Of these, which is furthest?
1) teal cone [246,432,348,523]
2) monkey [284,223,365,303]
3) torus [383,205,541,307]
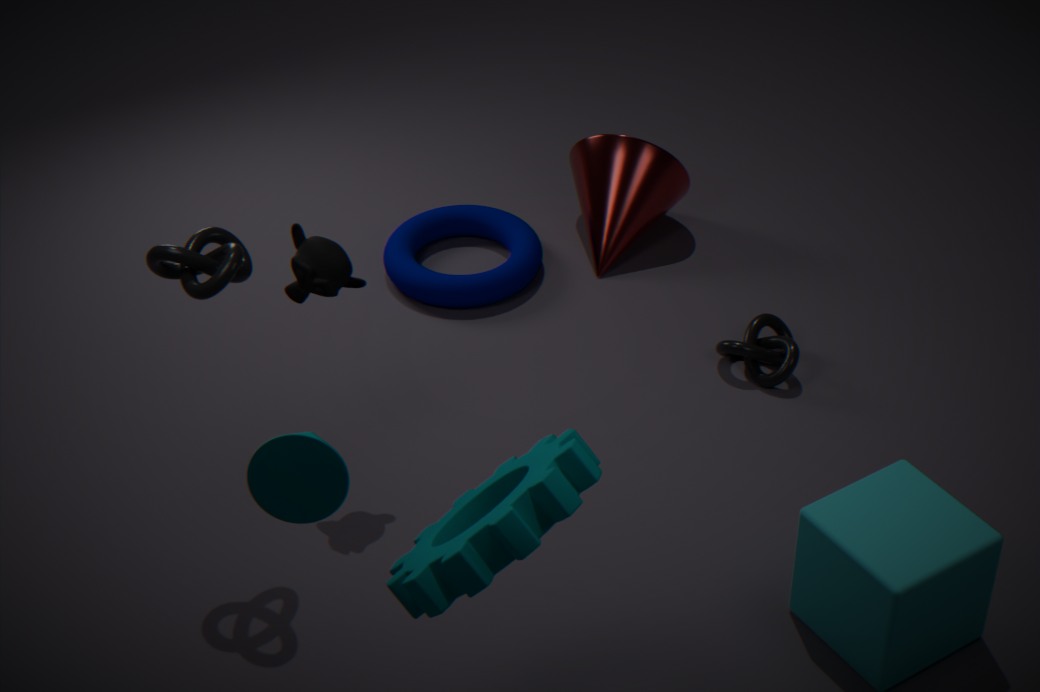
3. torus [383,205,541,307]
